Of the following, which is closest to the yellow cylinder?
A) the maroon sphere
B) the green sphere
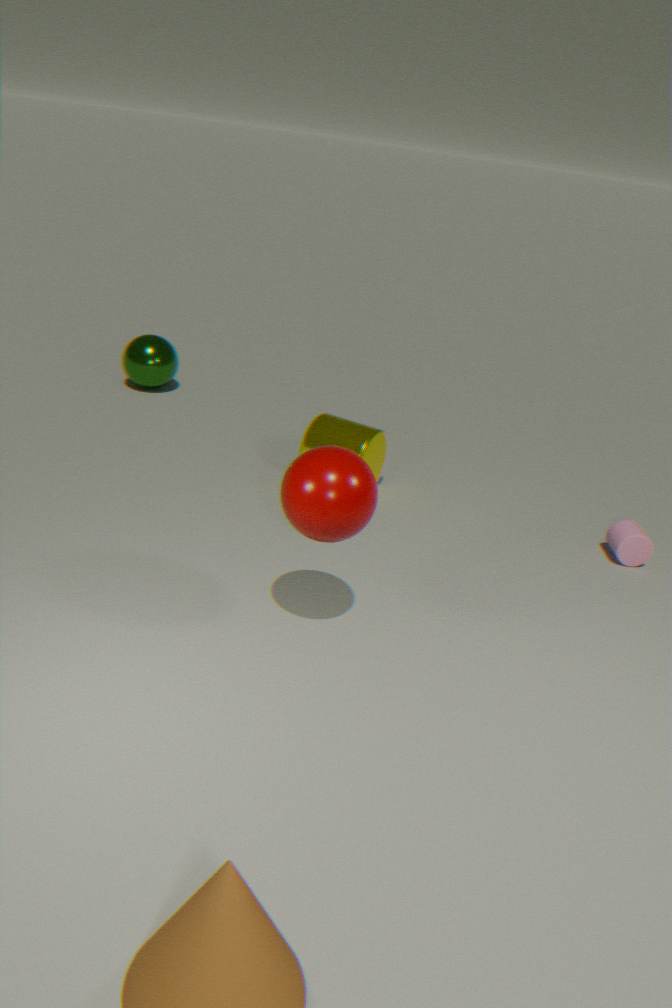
the maroon sphere
